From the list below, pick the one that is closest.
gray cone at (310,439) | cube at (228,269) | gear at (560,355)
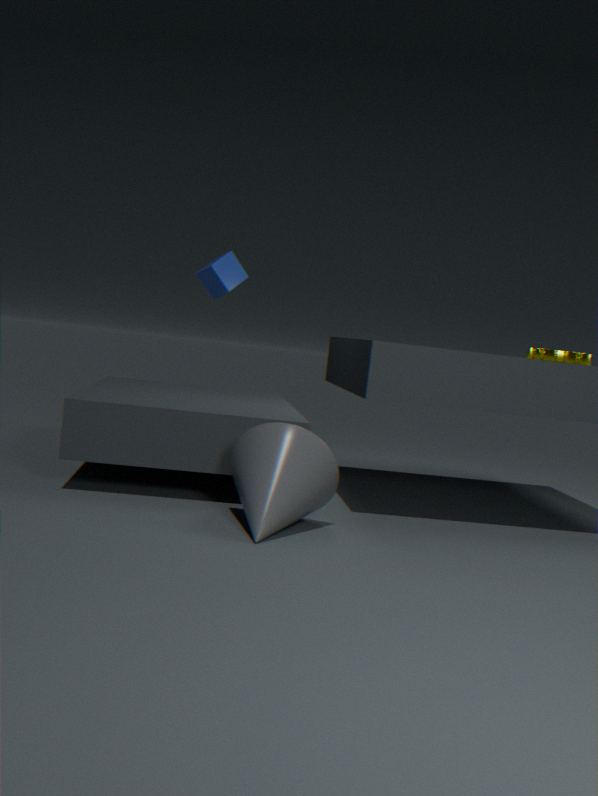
gray cone at (310,439)
